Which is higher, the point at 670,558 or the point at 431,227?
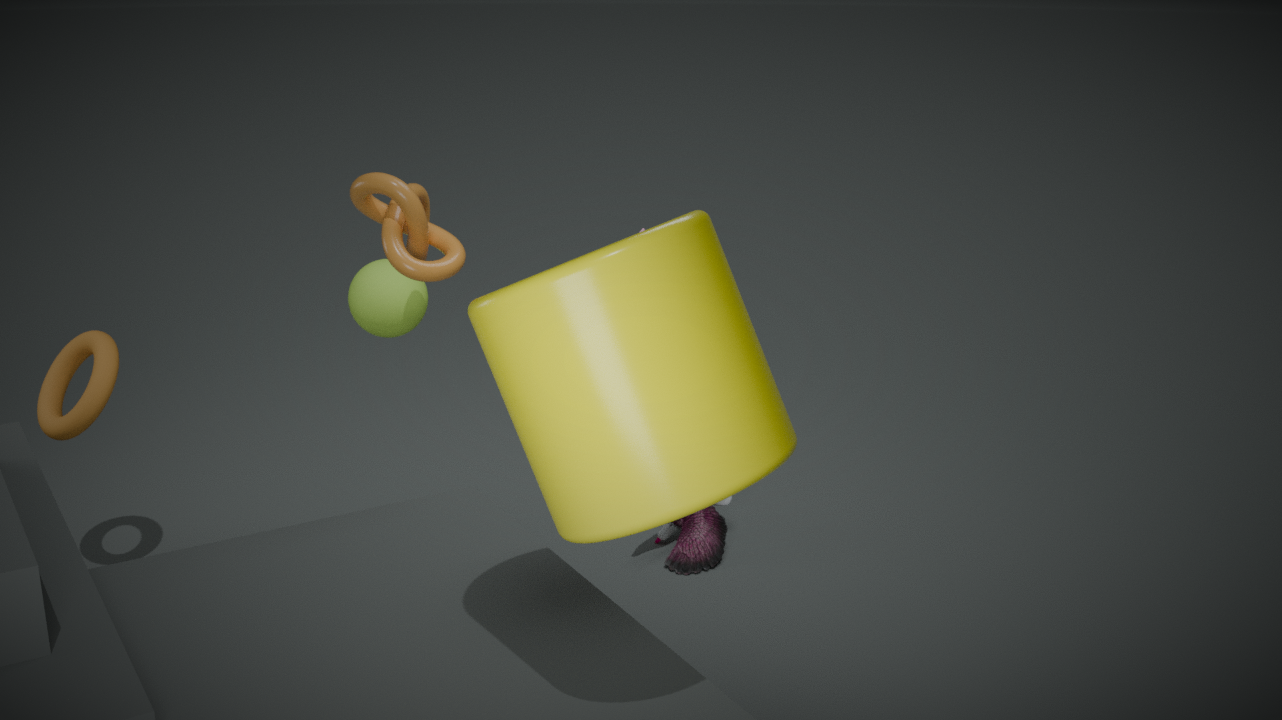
the point at 431,227
